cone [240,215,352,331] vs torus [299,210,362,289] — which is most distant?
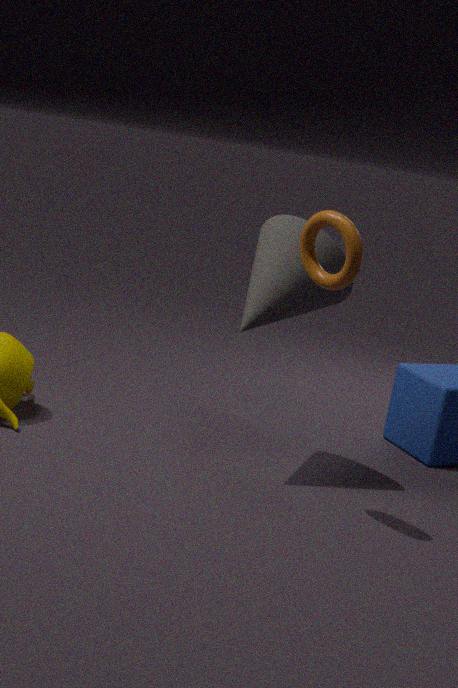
cone [240,215,352,331]
